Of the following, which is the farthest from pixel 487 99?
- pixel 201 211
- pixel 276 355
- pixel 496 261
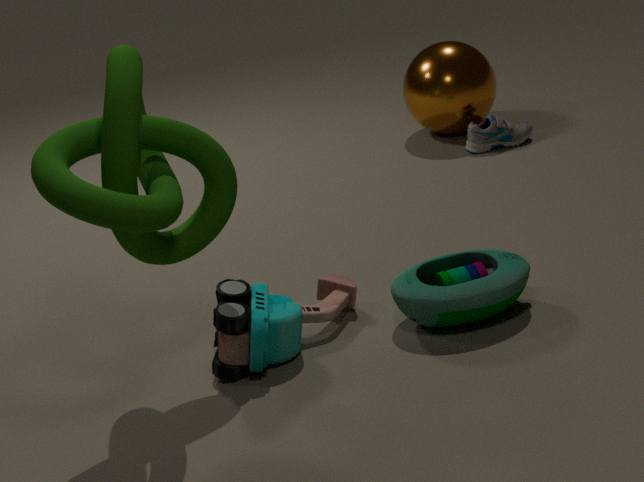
pixel 201 211
